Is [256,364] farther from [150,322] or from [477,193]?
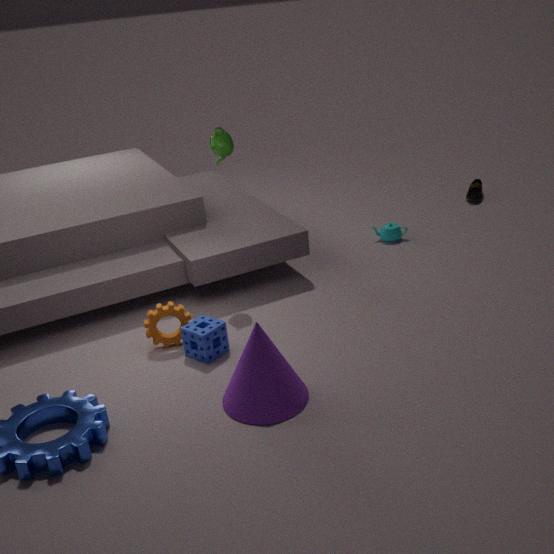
[477,193]
